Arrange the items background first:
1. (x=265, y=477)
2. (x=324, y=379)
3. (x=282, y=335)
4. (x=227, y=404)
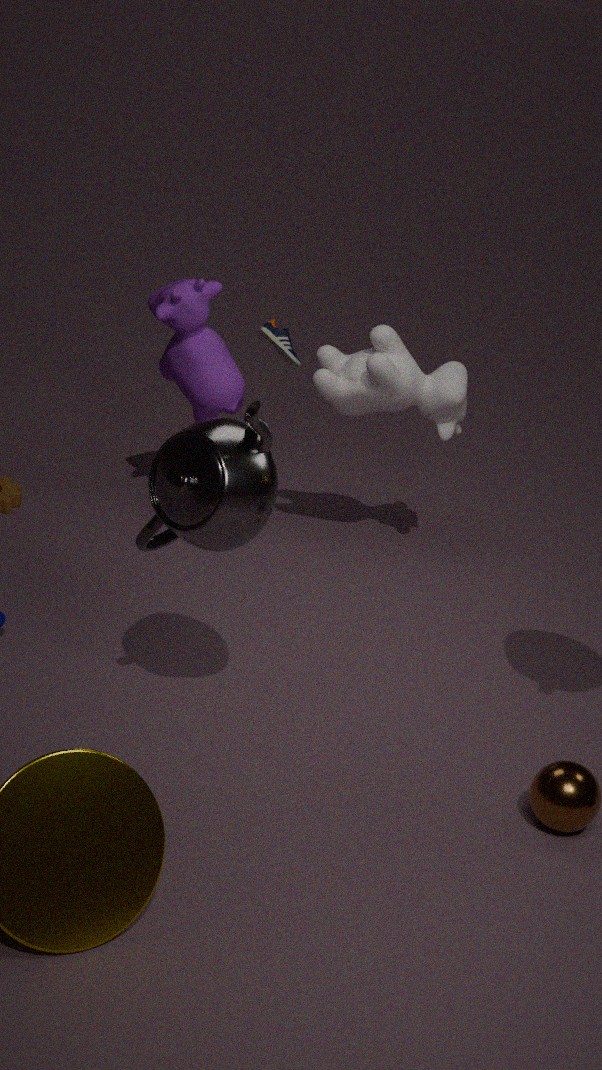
(x=282, y=335)
(x=227, y=404)
(x=324, y=379)
(x=265, y=477)
